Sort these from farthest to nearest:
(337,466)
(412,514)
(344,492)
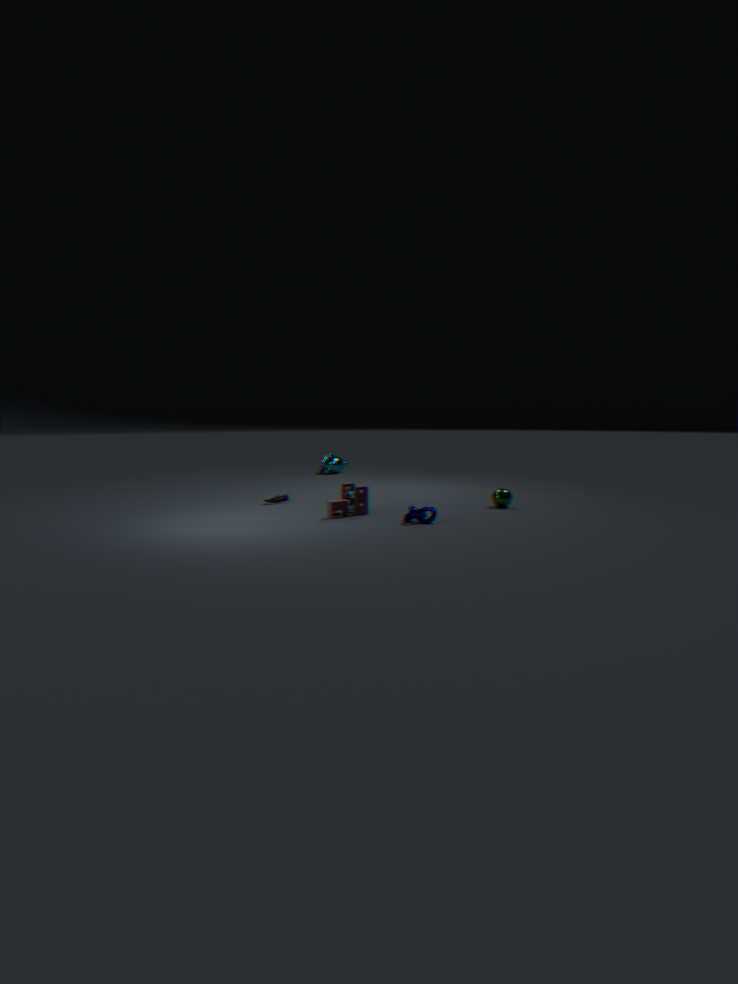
(337,466), (344,492), (412,514)
